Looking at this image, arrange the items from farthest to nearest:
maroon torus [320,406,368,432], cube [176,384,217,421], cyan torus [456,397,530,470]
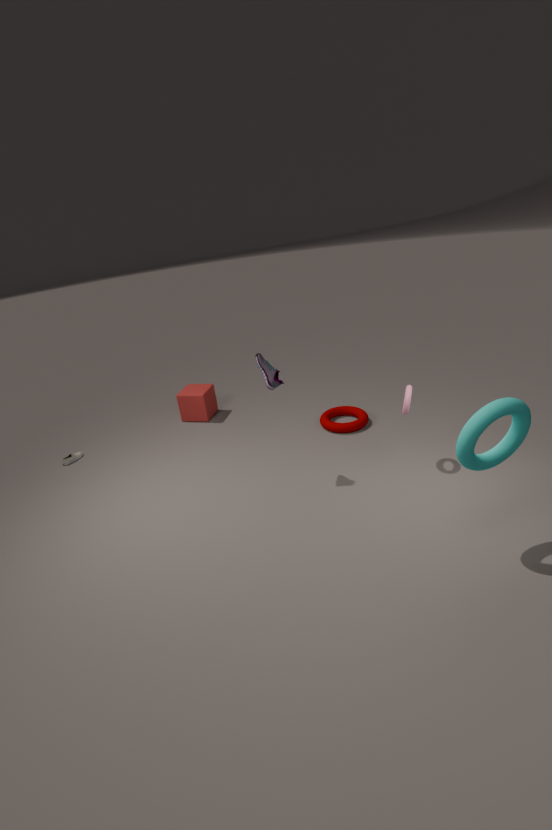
cube [176,384,217,421], maroon torus [320,406,368,432], cyan torus [456,397,530,470]
